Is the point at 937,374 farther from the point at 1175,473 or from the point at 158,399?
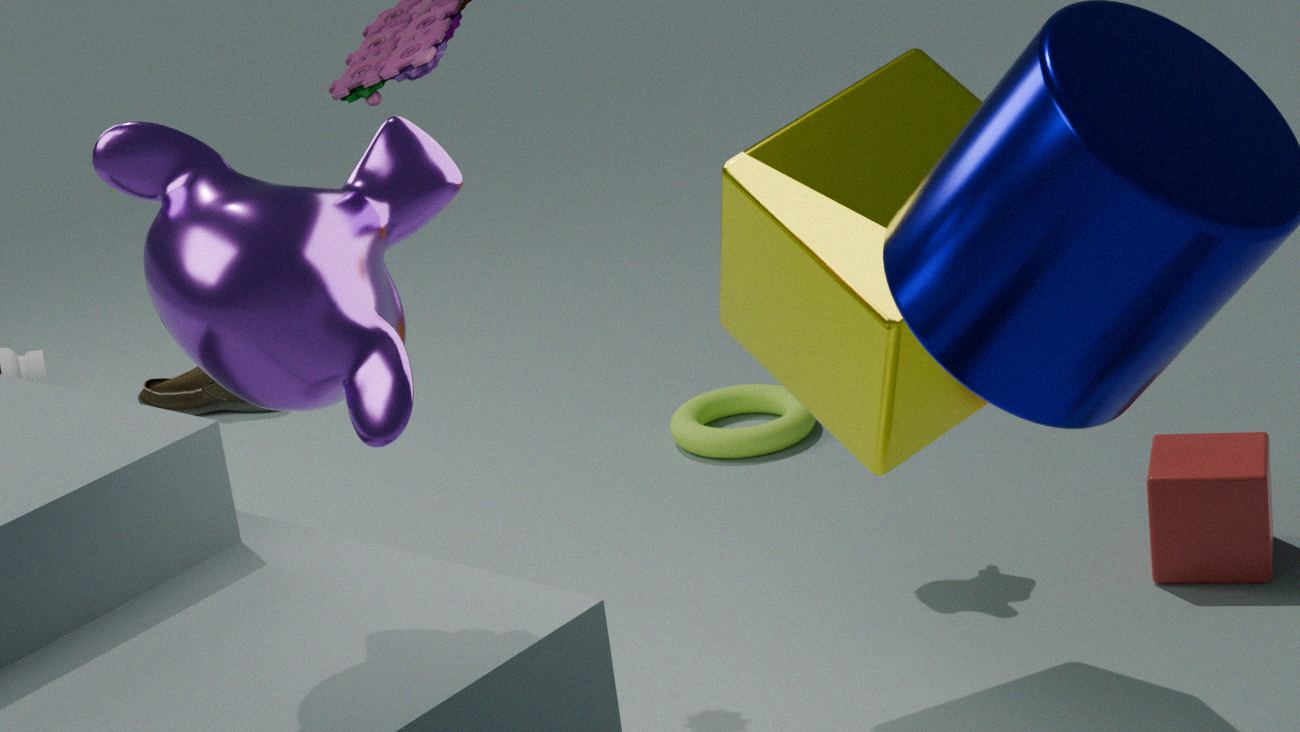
the point at 158,399
